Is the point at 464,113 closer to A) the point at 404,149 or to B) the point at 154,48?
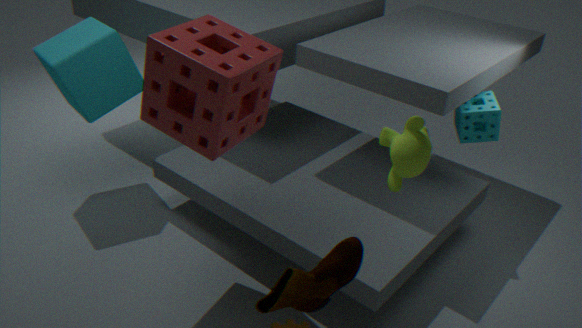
A) the point at 404,149
